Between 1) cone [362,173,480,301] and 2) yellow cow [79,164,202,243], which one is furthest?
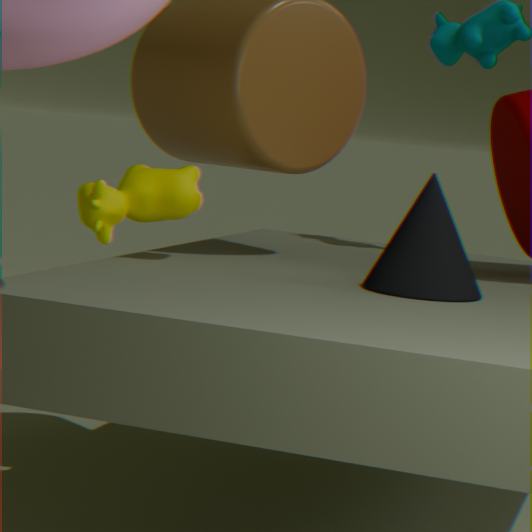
2. yellow cow [79,164,202,243]
